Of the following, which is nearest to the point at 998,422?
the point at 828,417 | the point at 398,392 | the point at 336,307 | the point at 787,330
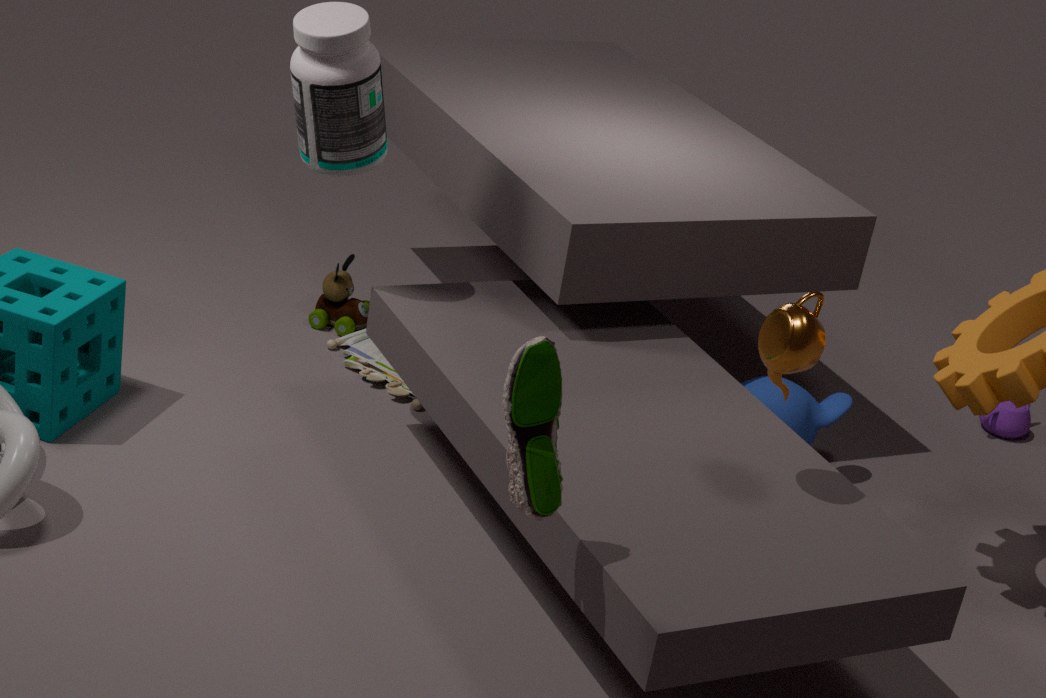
the point at 828,417
